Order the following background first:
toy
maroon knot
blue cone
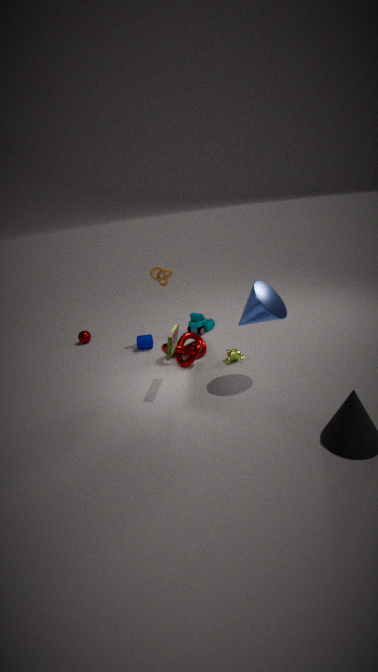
toy < maroon knot < blue cone
